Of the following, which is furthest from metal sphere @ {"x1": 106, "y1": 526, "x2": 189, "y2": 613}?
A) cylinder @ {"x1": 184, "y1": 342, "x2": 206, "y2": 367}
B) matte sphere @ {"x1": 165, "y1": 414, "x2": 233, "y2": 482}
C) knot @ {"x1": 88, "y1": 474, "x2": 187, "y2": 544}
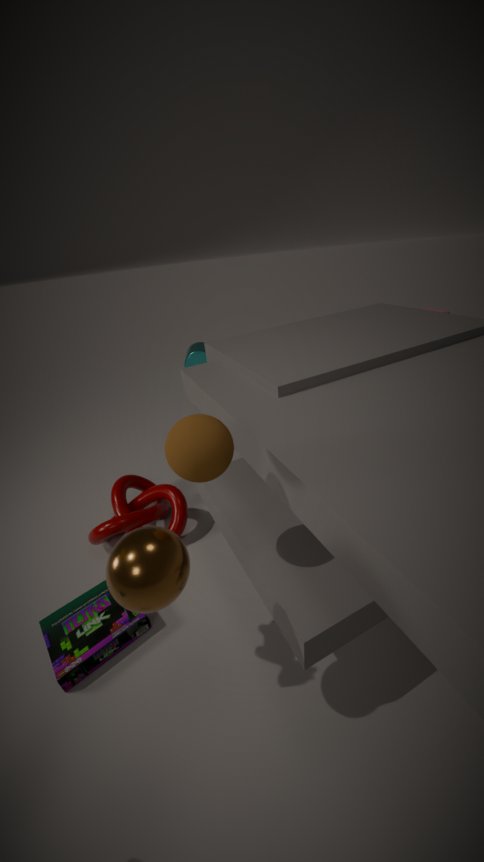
cylinder @ {"x1": 184, "y1": 342, "x2": 206, "y2": 367}
